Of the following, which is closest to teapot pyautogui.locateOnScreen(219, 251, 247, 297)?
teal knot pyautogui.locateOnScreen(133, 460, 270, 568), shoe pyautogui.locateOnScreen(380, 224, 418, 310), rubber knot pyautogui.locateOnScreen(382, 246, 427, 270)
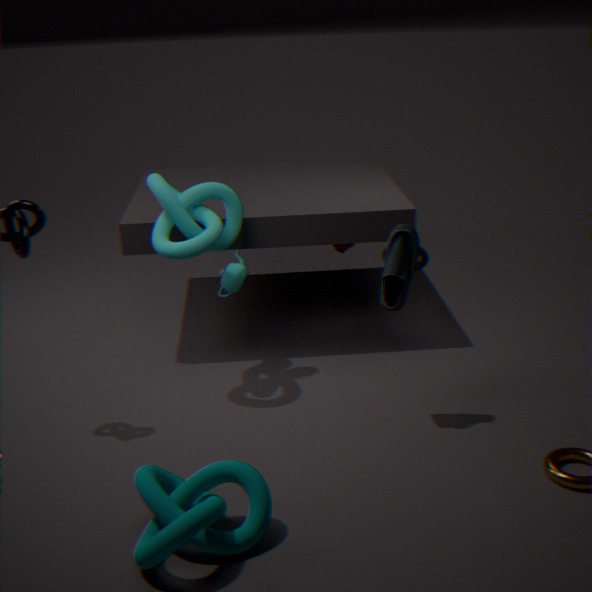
rubber knot pyautogui.locateOnScreen(382, 246, 427, 270)
